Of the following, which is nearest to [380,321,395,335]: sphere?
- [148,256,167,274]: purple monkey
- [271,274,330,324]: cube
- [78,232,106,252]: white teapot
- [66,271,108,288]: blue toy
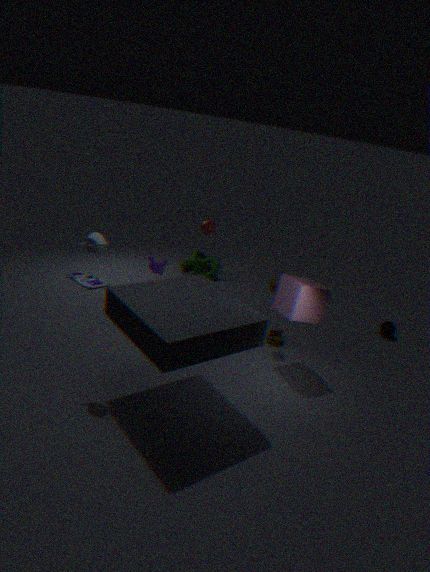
[271,274,330,324]: cube
